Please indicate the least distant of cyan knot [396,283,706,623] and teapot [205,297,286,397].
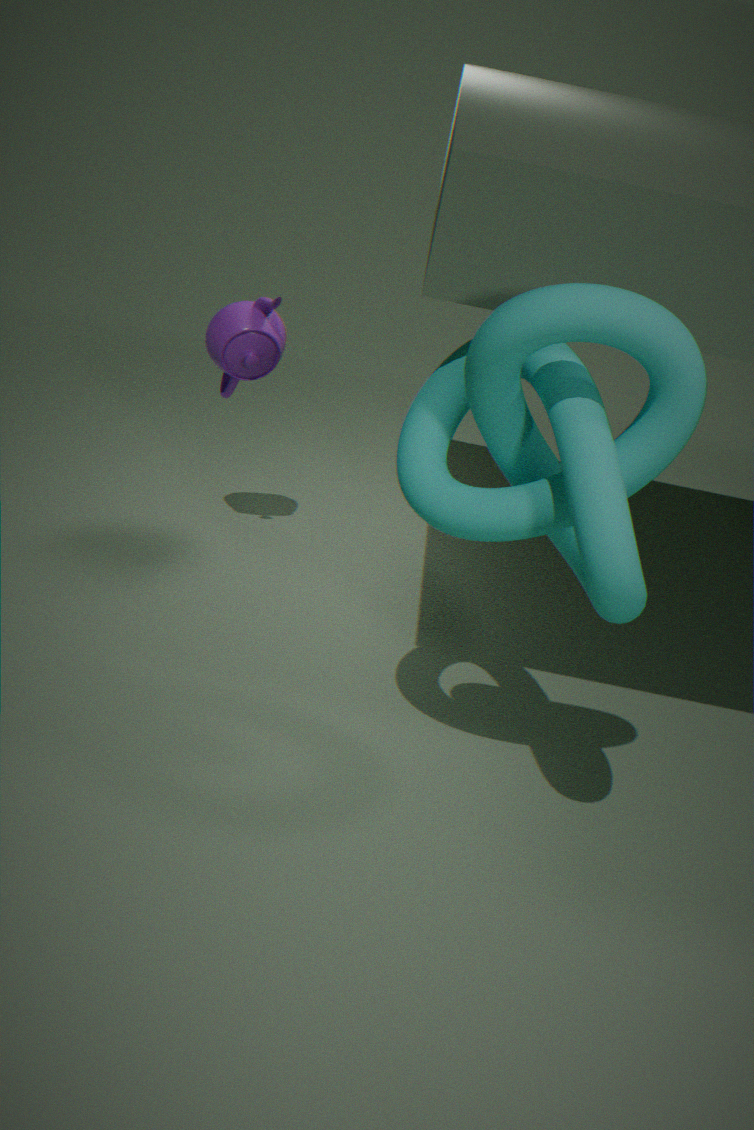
cyan knot [396,283,706,623]
